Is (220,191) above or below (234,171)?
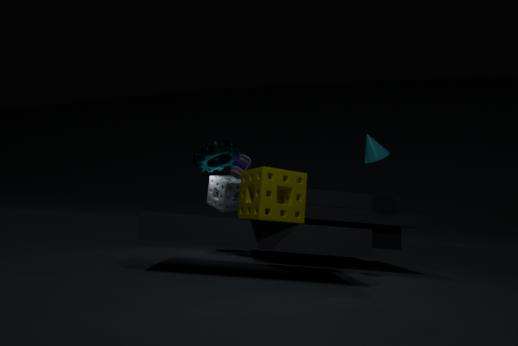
below
